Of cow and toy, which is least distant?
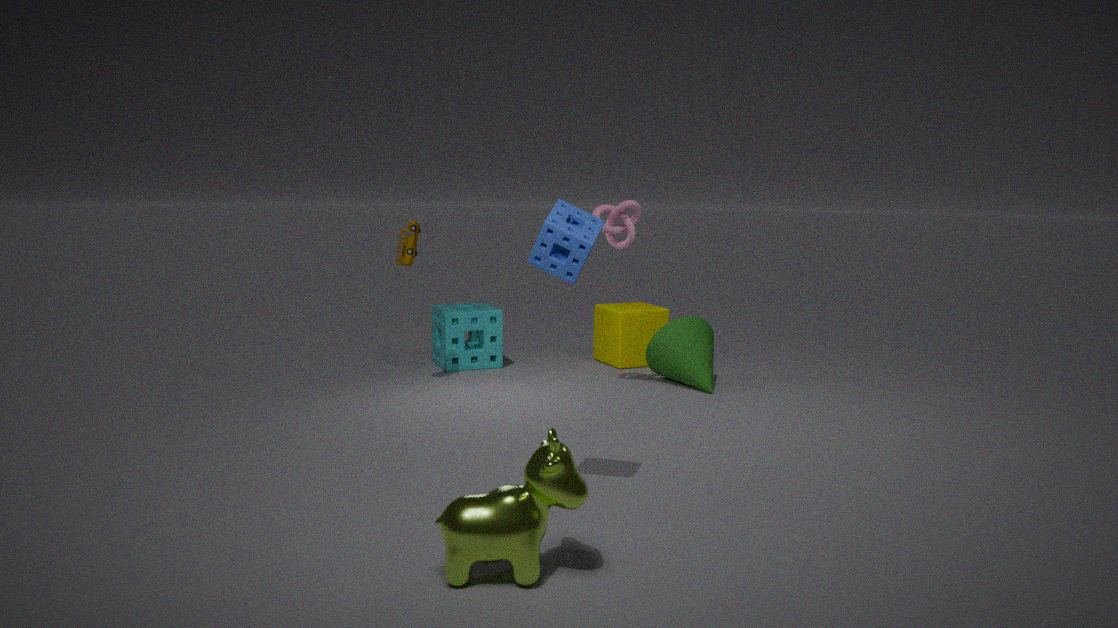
cow
